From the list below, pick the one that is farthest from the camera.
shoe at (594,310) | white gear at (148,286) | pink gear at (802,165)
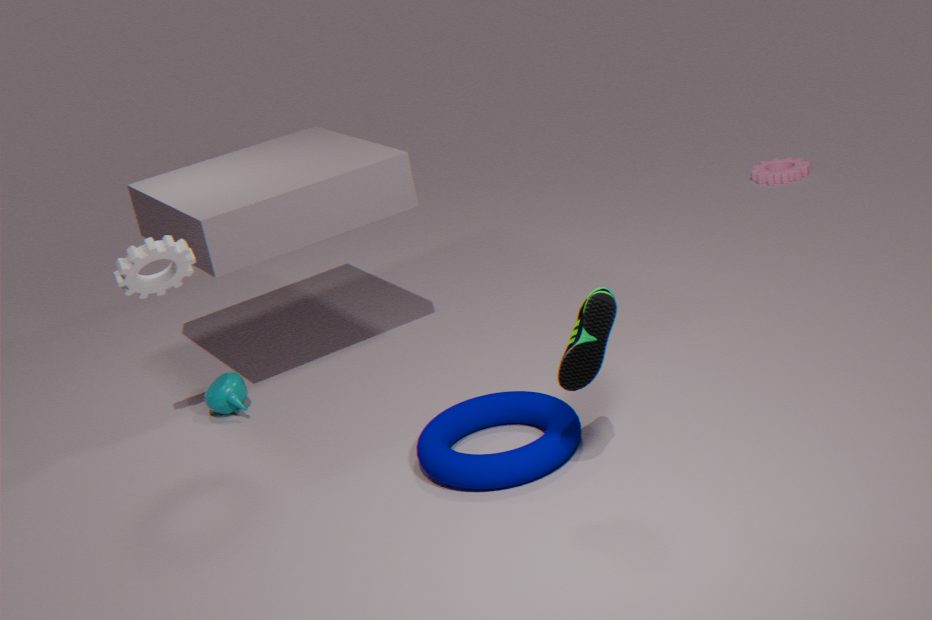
pink gear at (802,165)
